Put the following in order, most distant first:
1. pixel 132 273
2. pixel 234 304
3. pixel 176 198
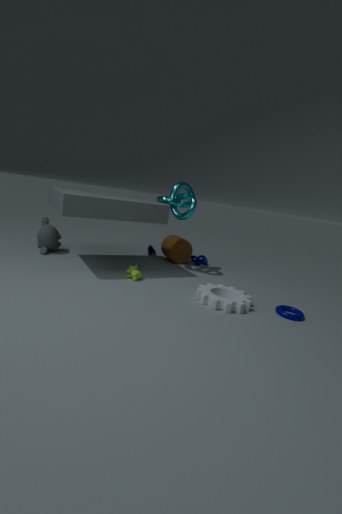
1. pixel 176 198
2. pixel 132 273
3. pixel 234 304
